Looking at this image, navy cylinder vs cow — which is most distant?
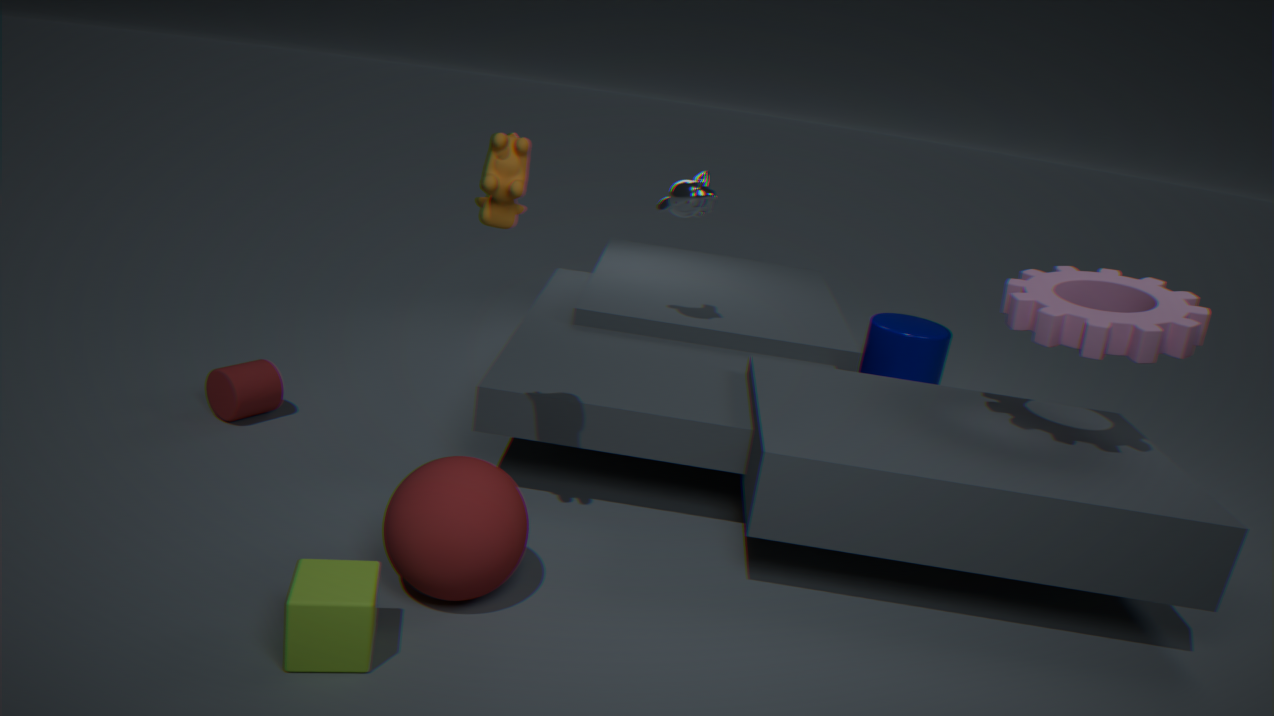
navy cylinder
